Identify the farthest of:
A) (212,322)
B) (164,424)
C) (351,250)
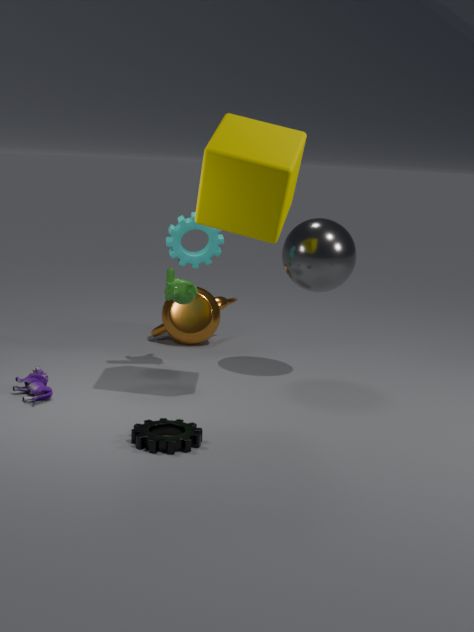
(212,322)
